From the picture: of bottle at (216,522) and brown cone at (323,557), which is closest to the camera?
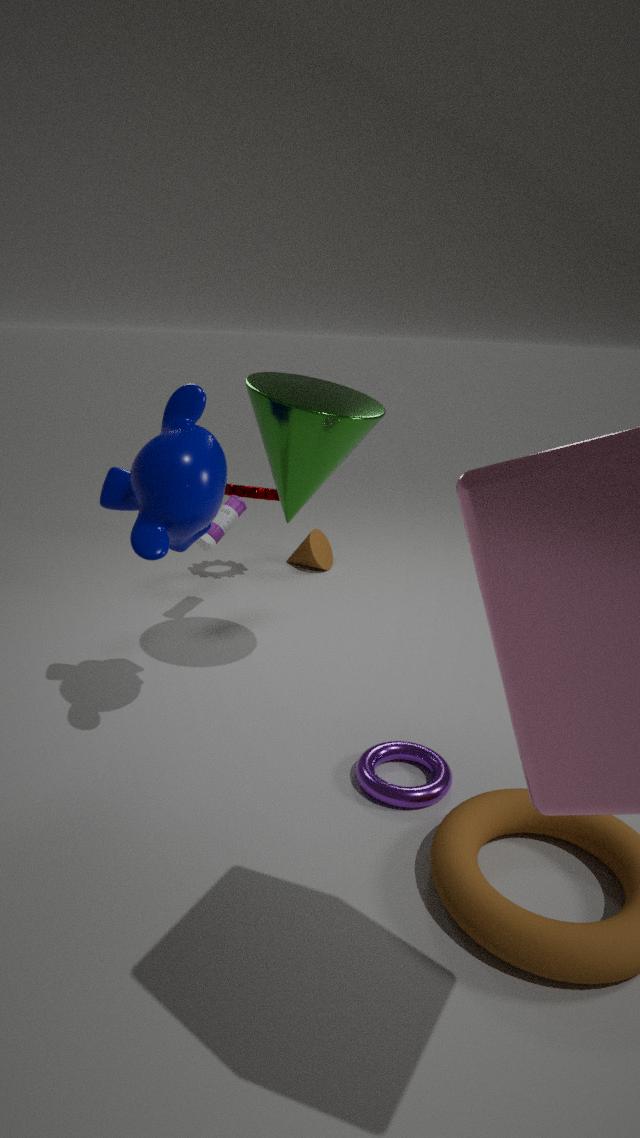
bottle at (216,522)
